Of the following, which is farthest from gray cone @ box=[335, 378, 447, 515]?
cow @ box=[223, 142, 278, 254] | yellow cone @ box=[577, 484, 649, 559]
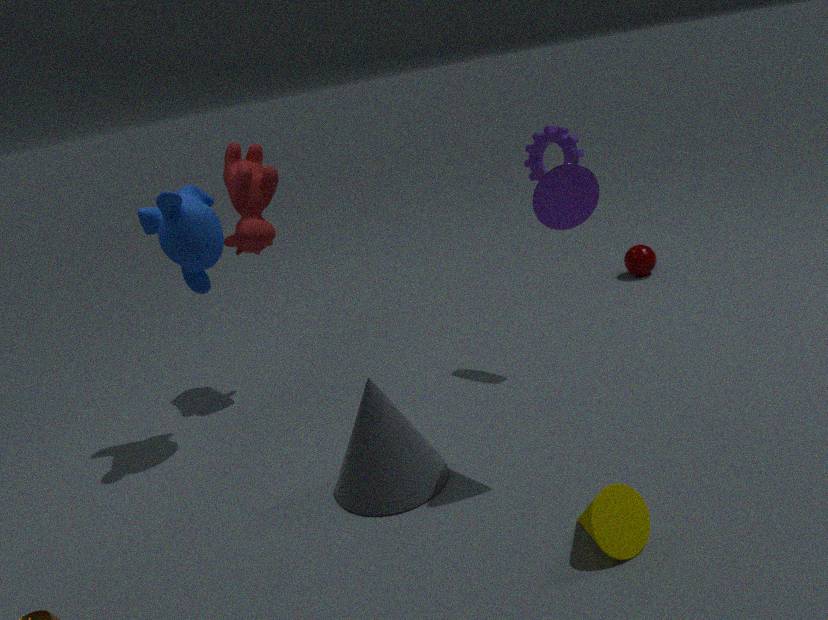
cow @ box=[223, 142, 278, 254]
